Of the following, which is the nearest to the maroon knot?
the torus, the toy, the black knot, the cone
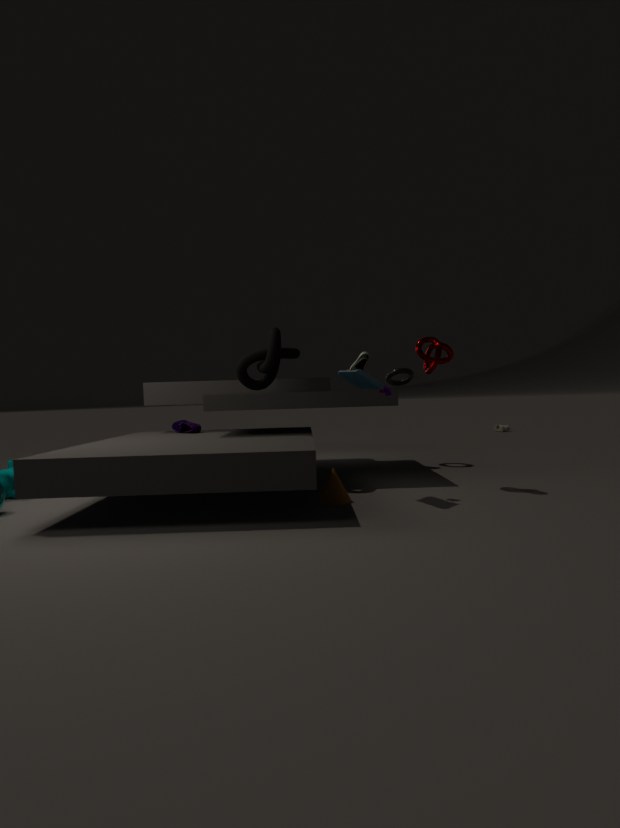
the toy
